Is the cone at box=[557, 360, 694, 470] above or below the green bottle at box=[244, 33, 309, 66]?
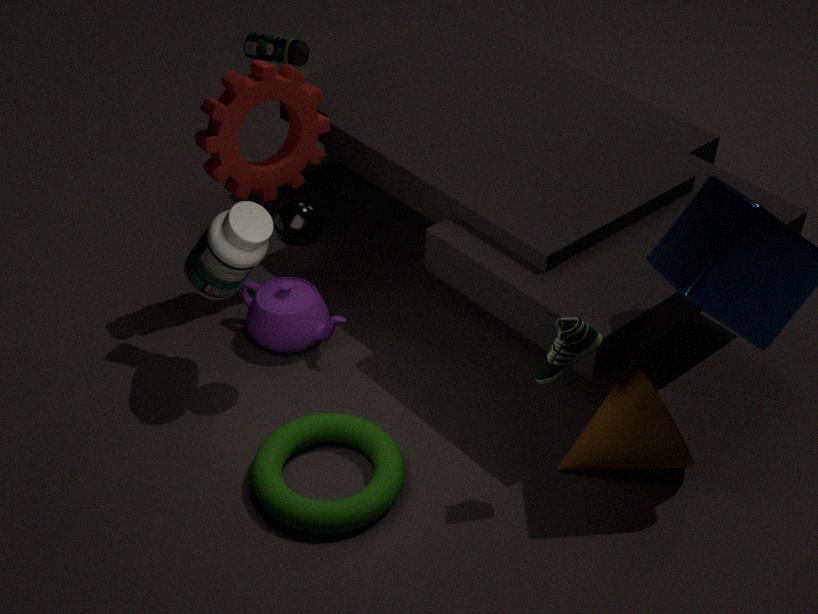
below
